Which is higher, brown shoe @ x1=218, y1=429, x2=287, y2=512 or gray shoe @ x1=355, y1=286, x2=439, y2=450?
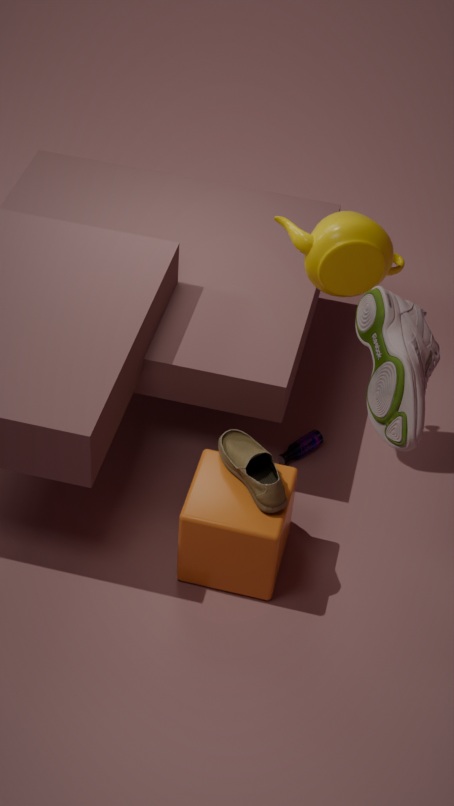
gray shoe @ x1=355, y1=286, x2=439, y2=450
